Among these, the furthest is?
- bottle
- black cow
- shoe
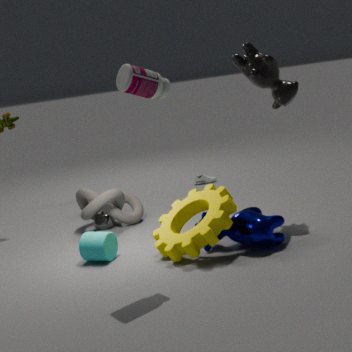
shoe
